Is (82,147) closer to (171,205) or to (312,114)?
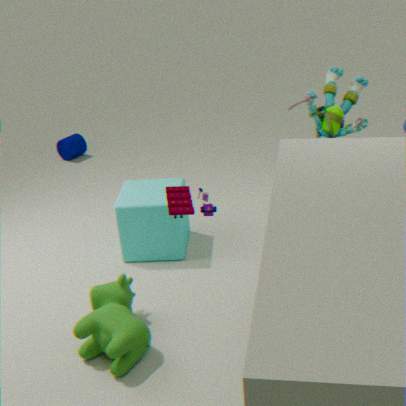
(312,114)
